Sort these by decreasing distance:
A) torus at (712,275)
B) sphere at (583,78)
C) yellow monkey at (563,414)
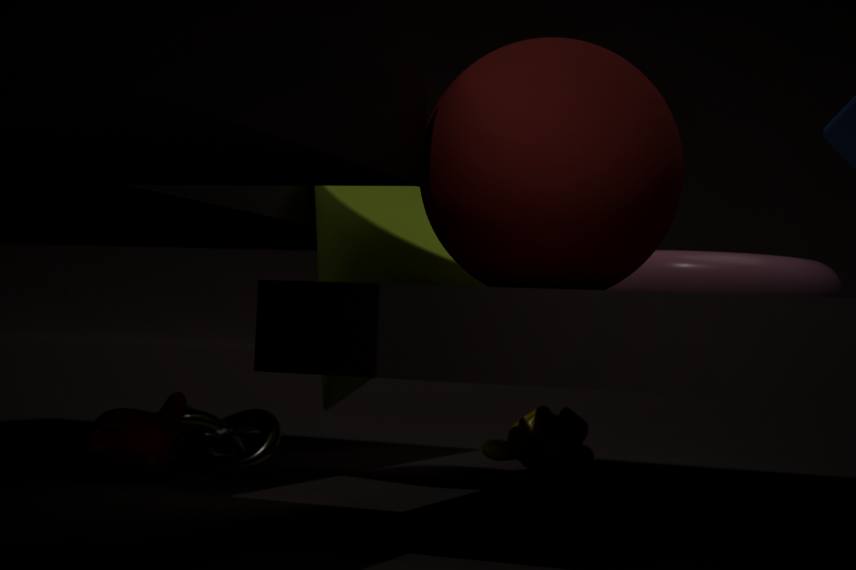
yellow monkey at (563,414) → torus at (712,275) → sphere at (583,78)
